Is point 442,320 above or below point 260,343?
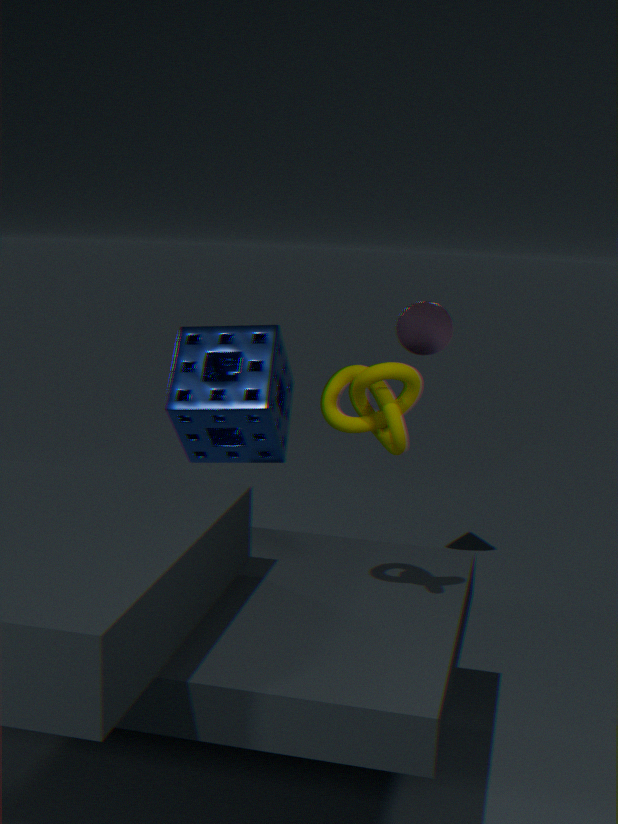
above
